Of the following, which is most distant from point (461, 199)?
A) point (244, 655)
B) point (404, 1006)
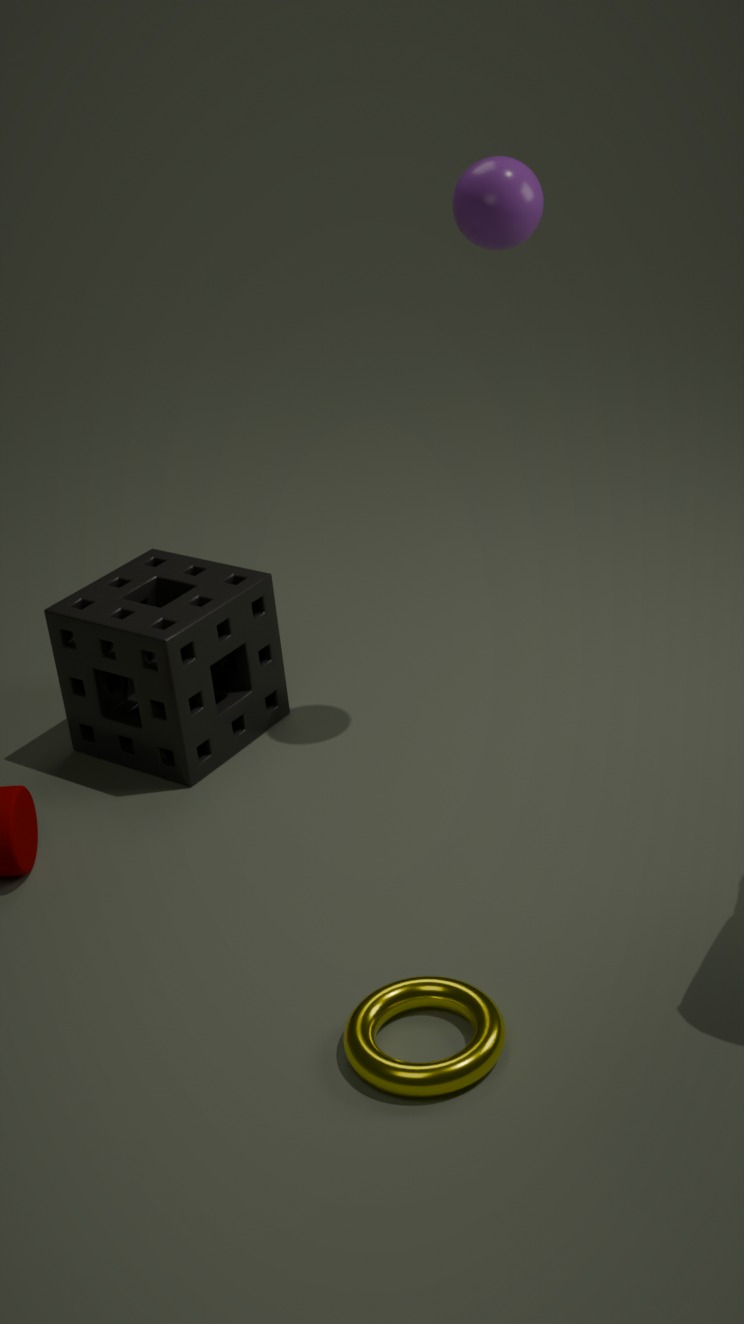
point (404, 1006)
